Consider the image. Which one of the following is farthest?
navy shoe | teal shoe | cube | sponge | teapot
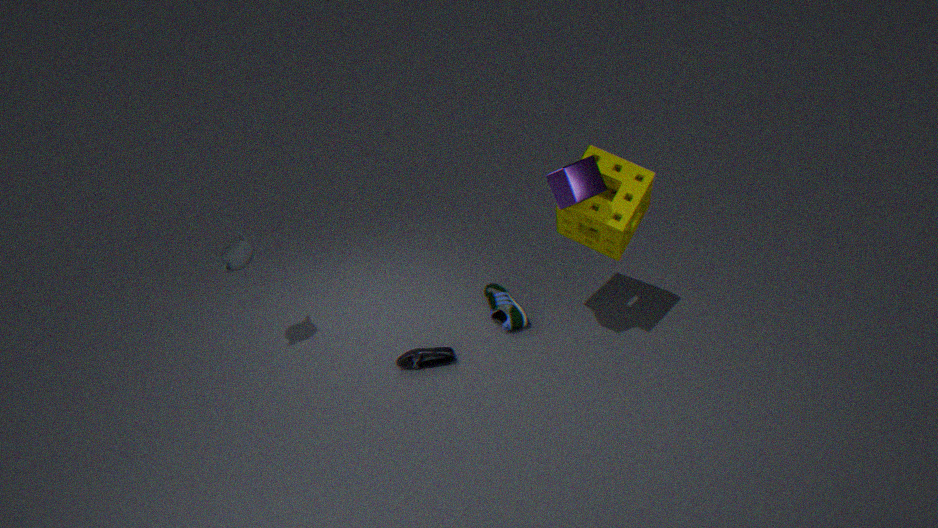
teal shoe
